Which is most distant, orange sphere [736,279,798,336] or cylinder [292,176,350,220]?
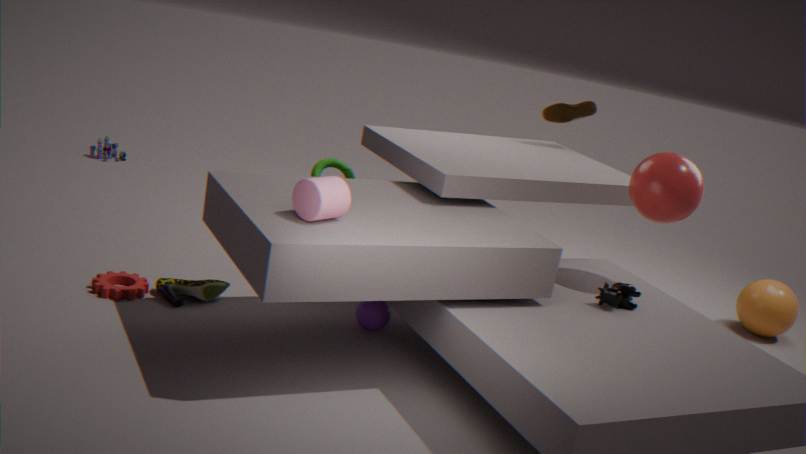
orange sphere [736,279,798,336]
